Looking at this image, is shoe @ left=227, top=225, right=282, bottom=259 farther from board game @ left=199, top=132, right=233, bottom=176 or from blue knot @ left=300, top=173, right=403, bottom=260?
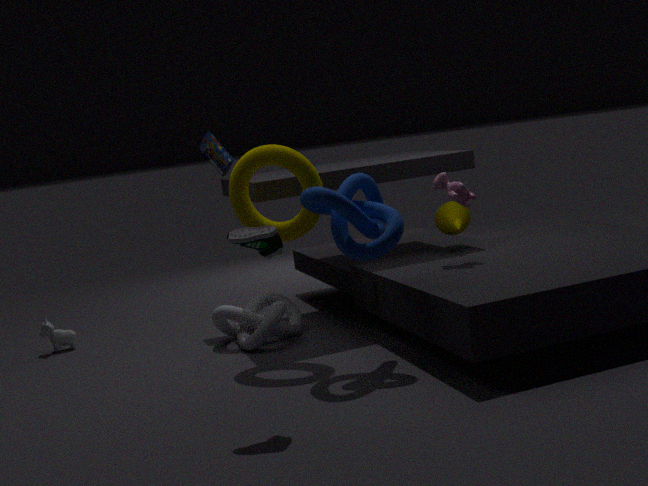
board game @ left=199, top=132, right=233, bottom=176
